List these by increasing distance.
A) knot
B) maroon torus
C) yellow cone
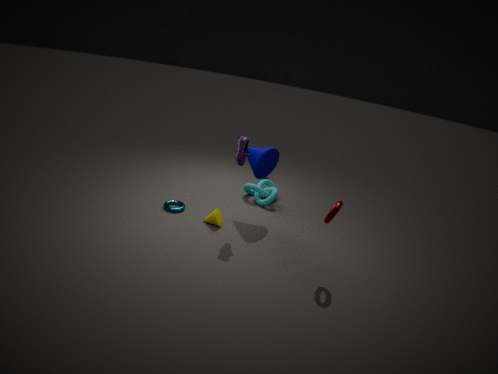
maroon torus
yellow cone
knot
